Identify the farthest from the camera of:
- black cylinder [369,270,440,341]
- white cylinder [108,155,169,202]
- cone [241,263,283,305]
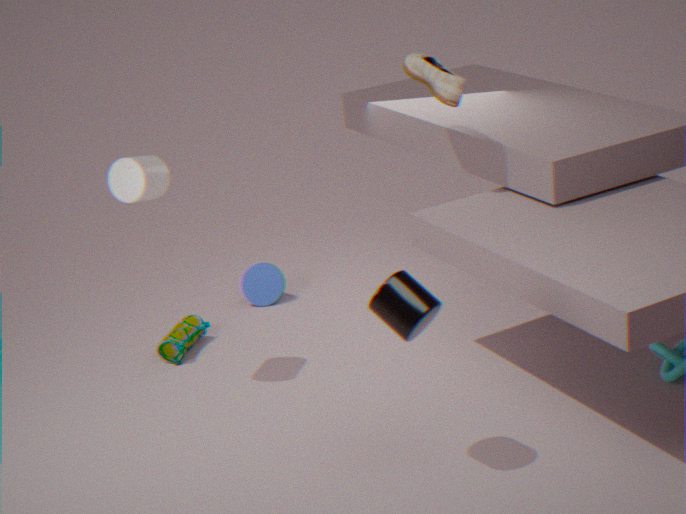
cone [241,263,283,305]
